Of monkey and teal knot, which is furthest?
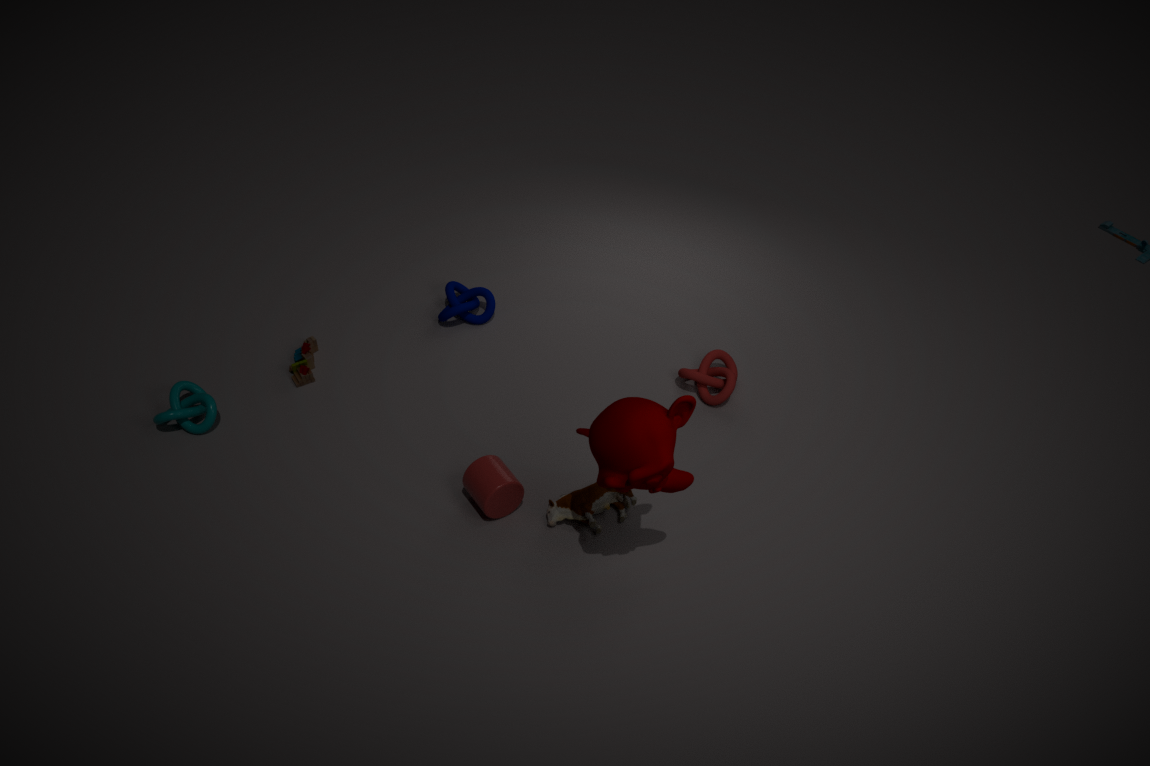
teal knot
